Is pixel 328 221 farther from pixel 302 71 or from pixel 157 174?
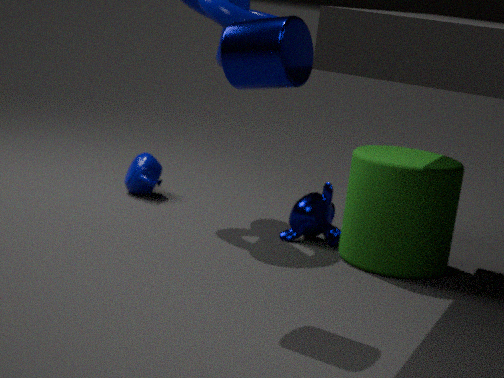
pixel 302 71
